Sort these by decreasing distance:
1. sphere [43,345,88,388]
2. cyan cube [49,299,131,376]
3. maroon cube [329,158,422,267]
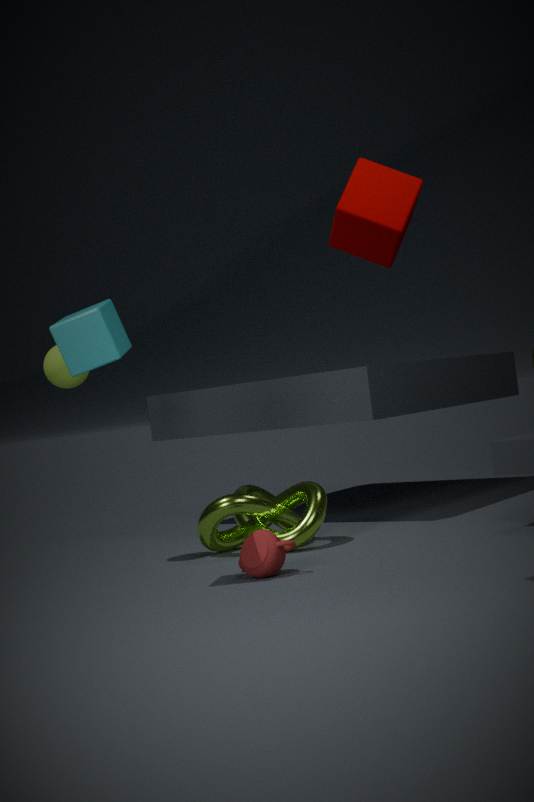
sphere [43,345,88,388], cyan cube [49,299,131,376], maroon cube [329,158,422,267]
